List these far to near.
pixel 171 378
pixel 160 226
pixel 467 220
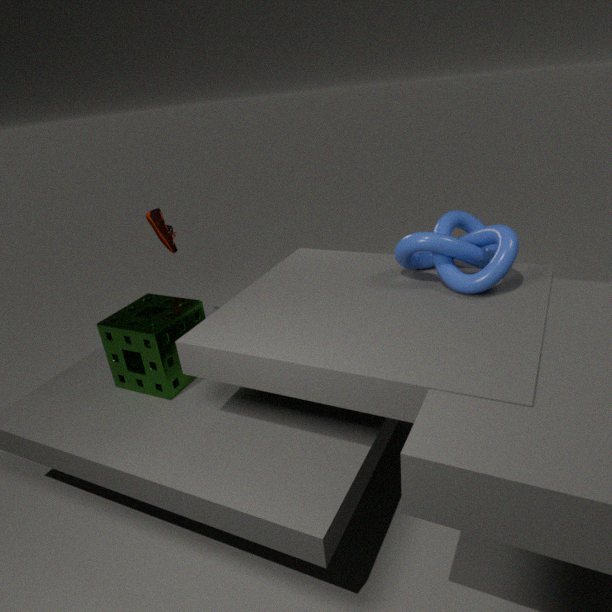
1. pixel 160 226
2. pixel 467 220
3. pixel 171 378
